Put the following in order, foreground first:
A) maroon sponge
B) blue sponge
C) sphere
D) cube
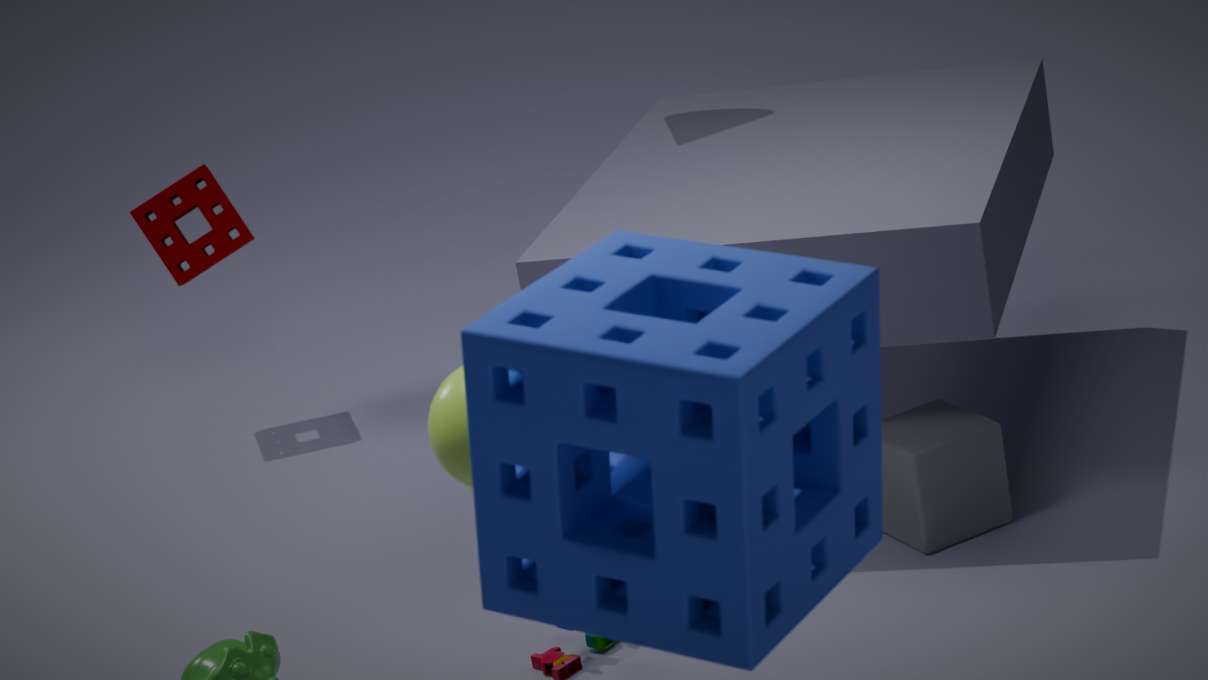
blue sponge < sphere < cube < maroon sponge
